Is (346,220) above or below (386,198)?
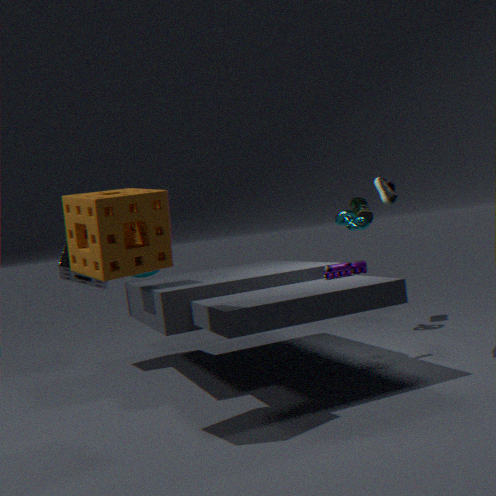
below
